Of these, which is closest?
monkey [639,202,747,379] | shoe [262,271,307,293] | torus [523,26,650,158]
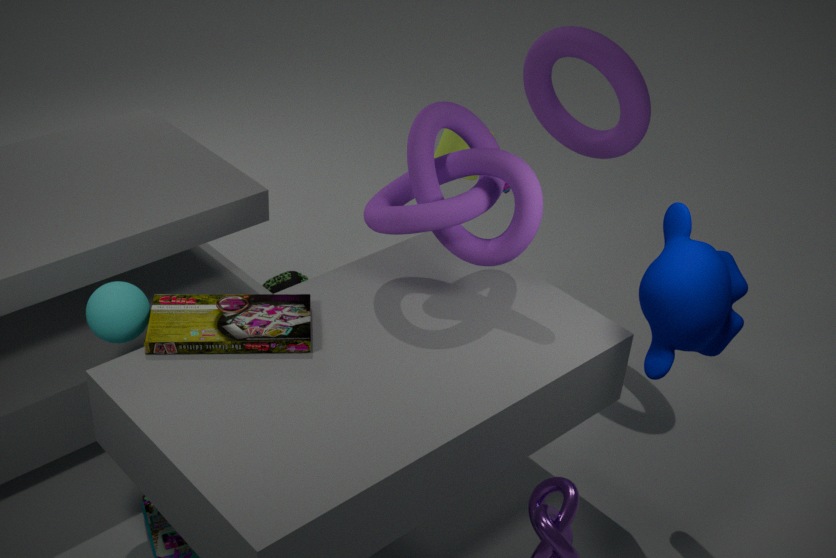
monkey [639,202,747,379]
